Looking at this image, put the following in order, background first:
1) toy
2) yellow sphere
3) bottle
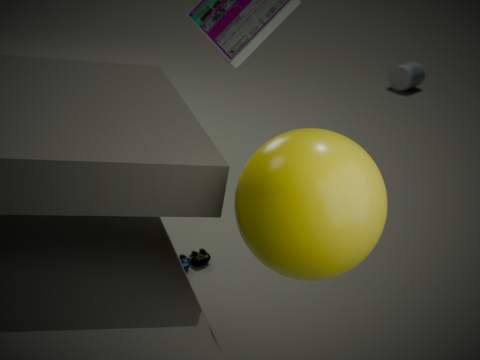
3. bottle
1. toy
2. yellow sphere
